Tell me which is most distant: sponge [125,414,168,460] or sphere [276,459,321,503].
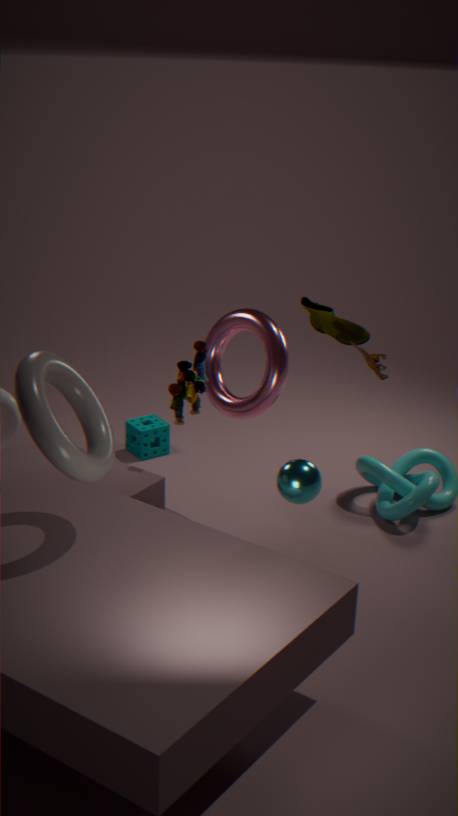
sponge [125,414,168,460]
